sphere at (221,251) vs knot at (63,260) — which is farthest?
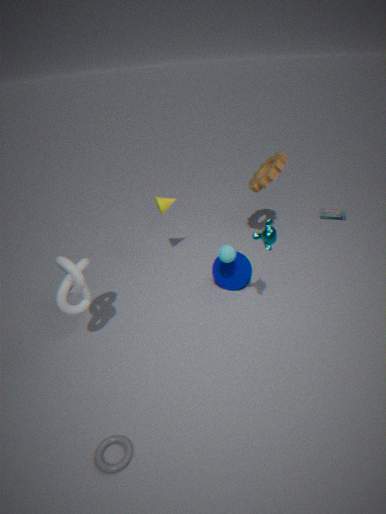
sphere at (221,251)
